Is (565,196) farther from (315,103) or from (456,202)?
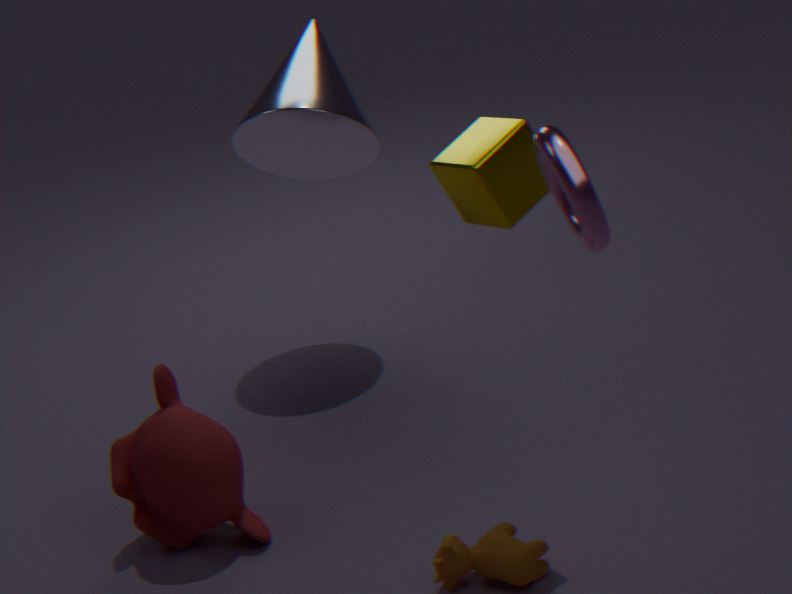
(315,103)
